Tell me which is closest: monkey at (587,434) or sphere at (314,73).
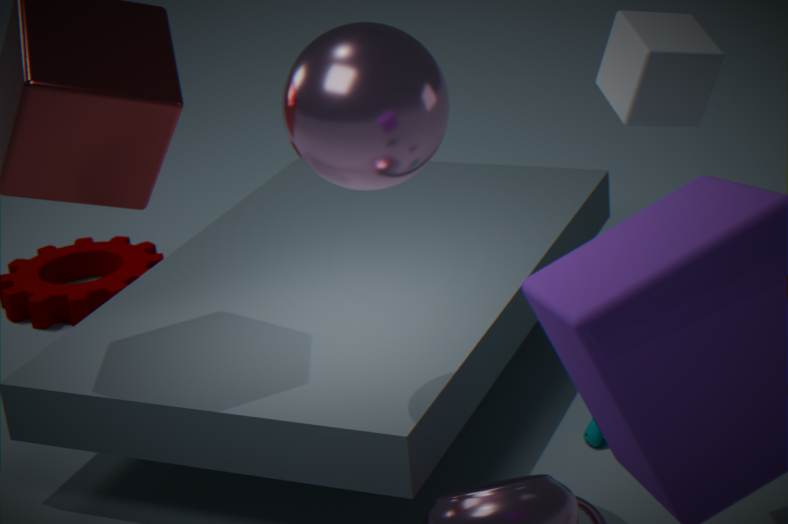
sphere at (314,73)
